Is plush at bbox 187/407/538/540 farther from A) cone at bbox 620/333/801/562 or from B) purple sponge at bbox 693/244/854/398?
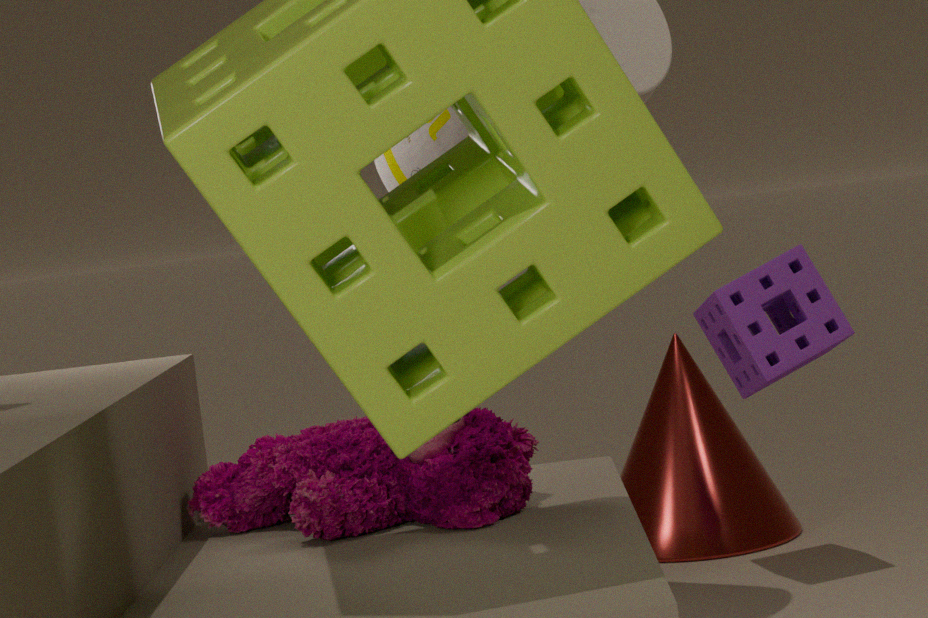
A) cone at bbox 620/333/801/562
